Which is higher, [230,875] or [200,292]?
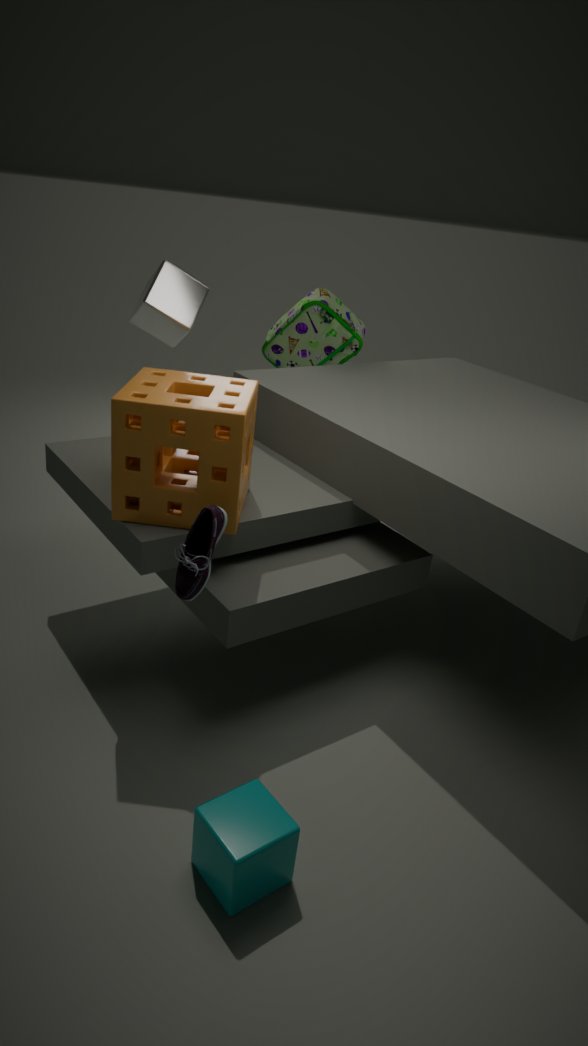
[200,292]
